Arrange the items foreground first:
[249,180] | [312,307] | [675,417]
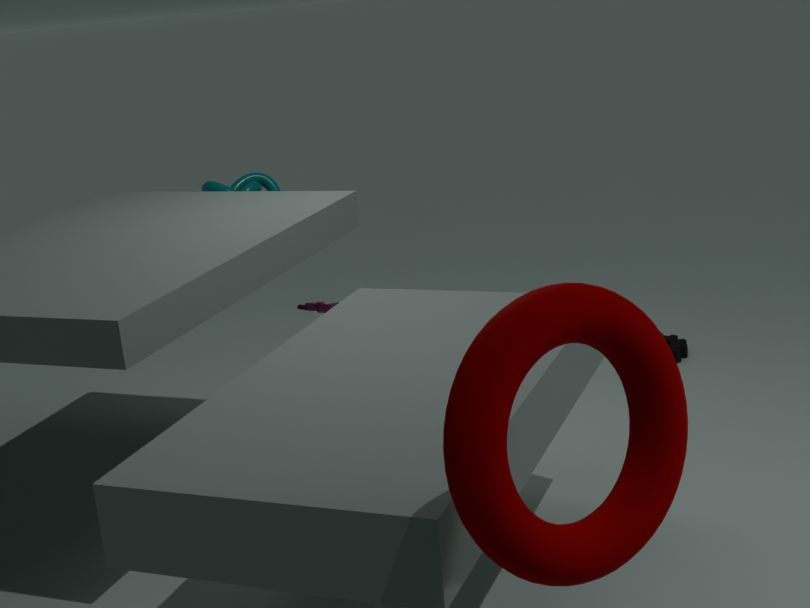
[675,417] < [312,307] < [249,180]
